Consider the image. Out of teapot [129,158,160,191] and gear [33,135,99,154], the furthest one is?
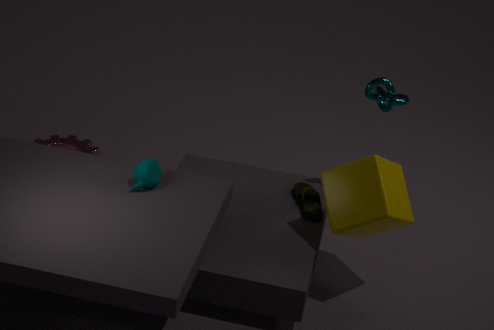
gear [33,135,99,154]
